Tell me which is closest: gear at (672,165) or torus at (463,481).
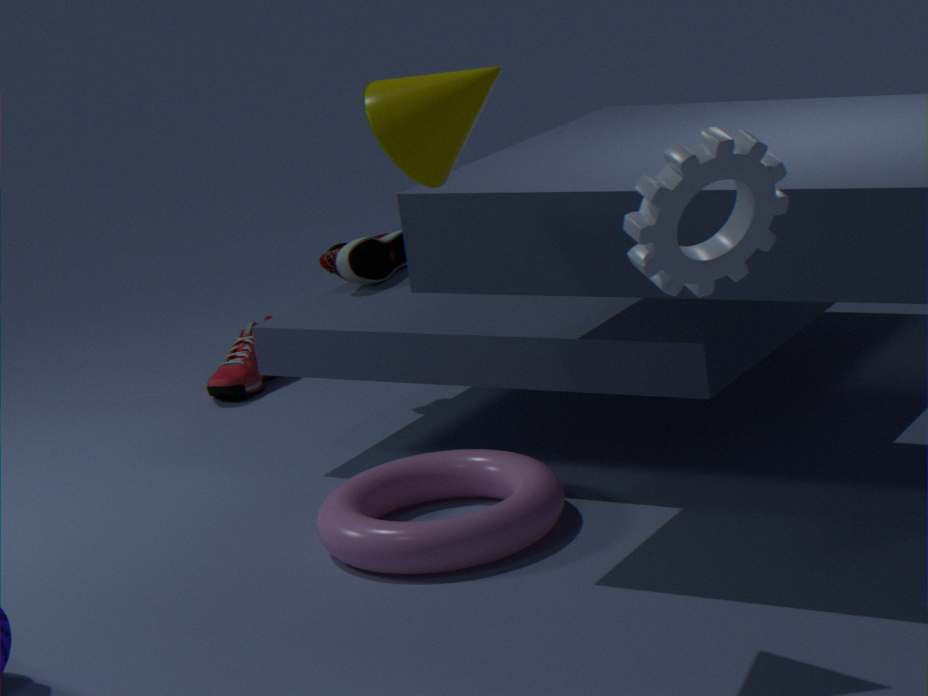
gear at (672,165)
